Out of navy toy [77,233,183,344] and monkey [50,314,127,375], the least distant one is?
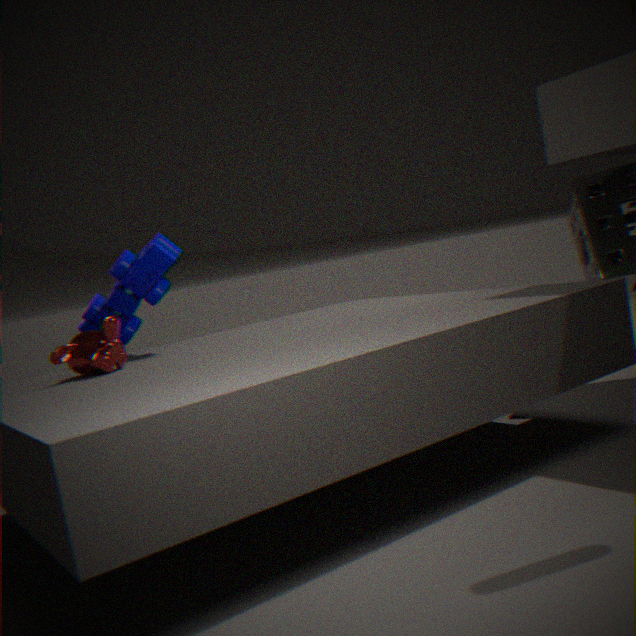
monkey [50,314,127,375]
